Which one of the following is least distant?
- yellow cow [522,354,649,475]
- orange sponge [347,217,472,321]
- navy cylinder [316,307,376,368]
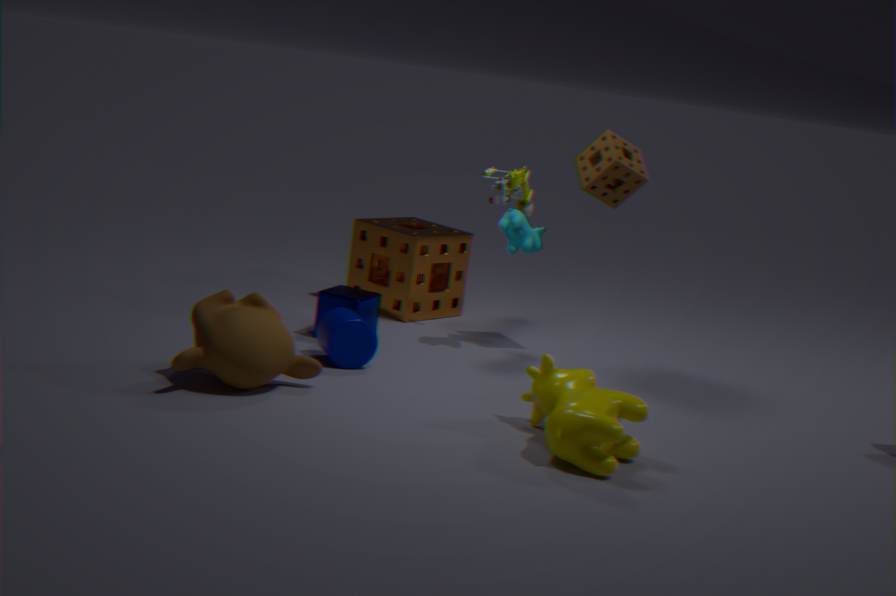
yellow cow [522,354,649,475]
